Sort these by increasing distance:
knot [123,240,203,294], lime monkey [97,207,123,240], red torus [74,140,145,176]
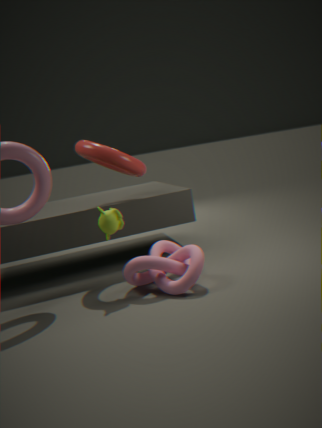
knot [123,240,203,294] < lime monkey [97,207,123,240] < red torus [74,140,145,176]
